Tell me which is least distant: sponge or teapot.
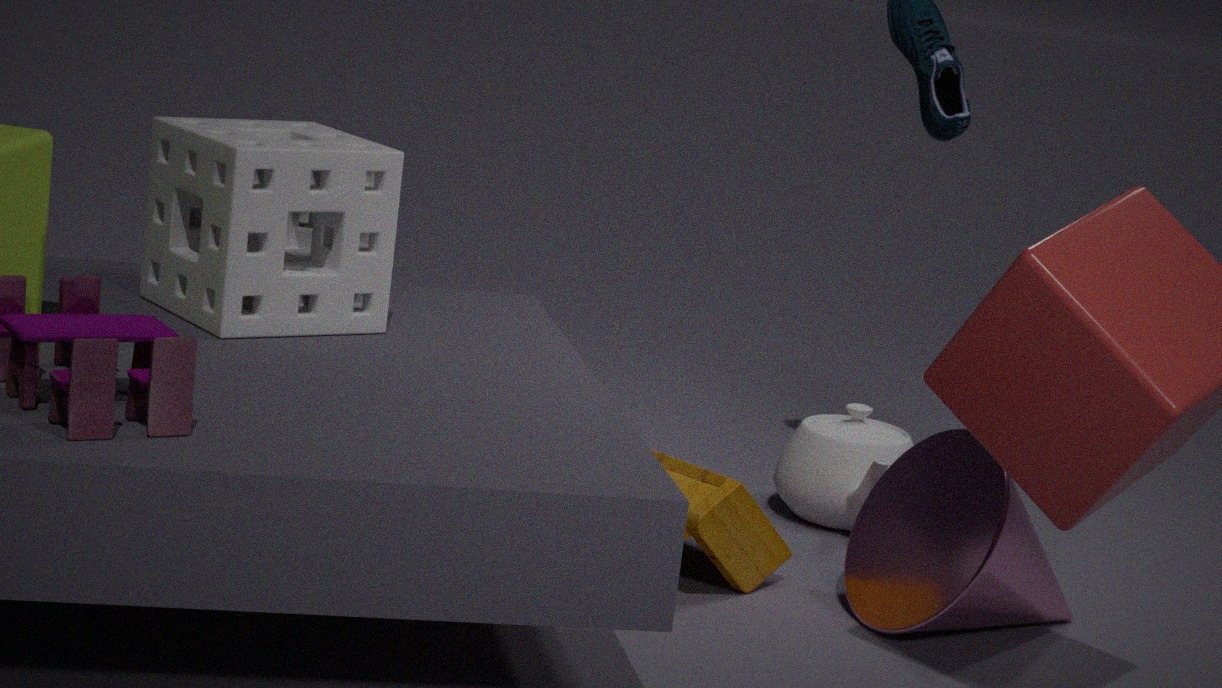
sponge
